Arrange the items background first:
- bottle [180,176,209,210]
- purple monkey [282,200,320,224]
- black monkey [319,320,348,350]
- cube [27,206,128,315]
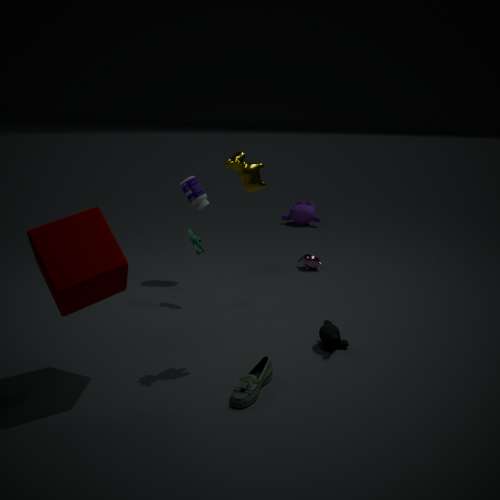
purple monkey [282,200,320,224], bottle [180,176,209,210], black monkey [319,320,348,350], cube [27,206,128,315]
